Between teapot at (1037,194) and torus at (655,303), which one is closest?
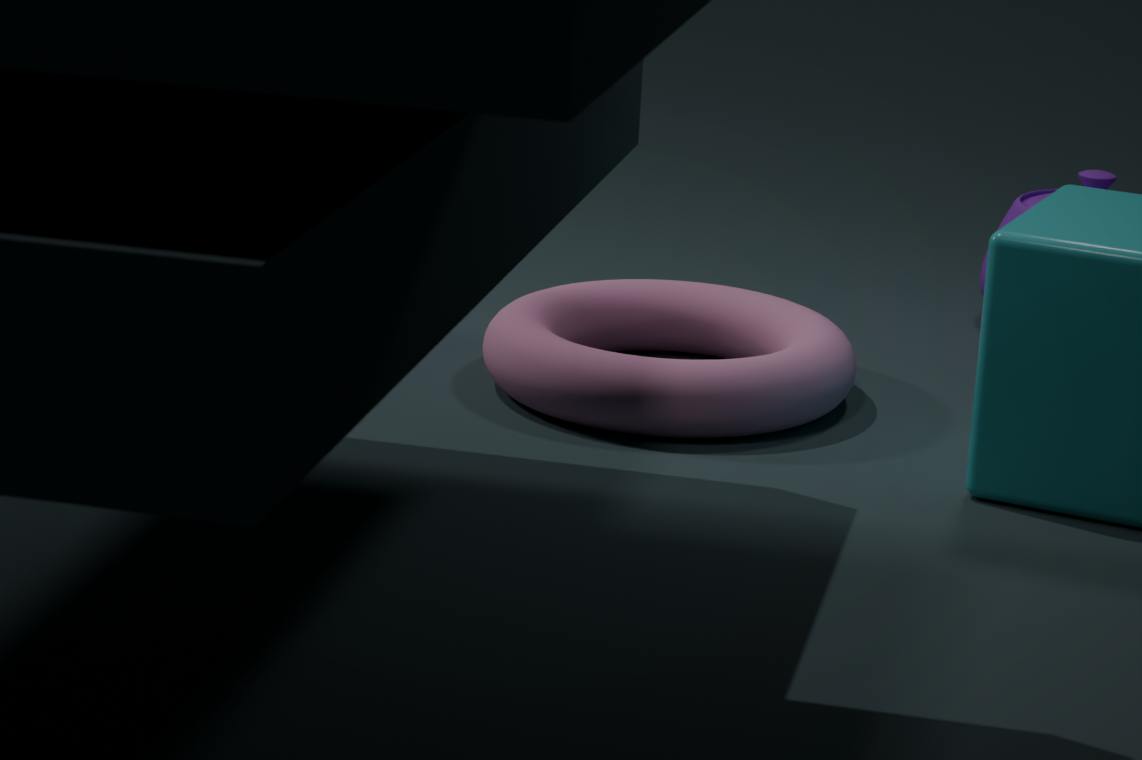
torus at (655,303)
